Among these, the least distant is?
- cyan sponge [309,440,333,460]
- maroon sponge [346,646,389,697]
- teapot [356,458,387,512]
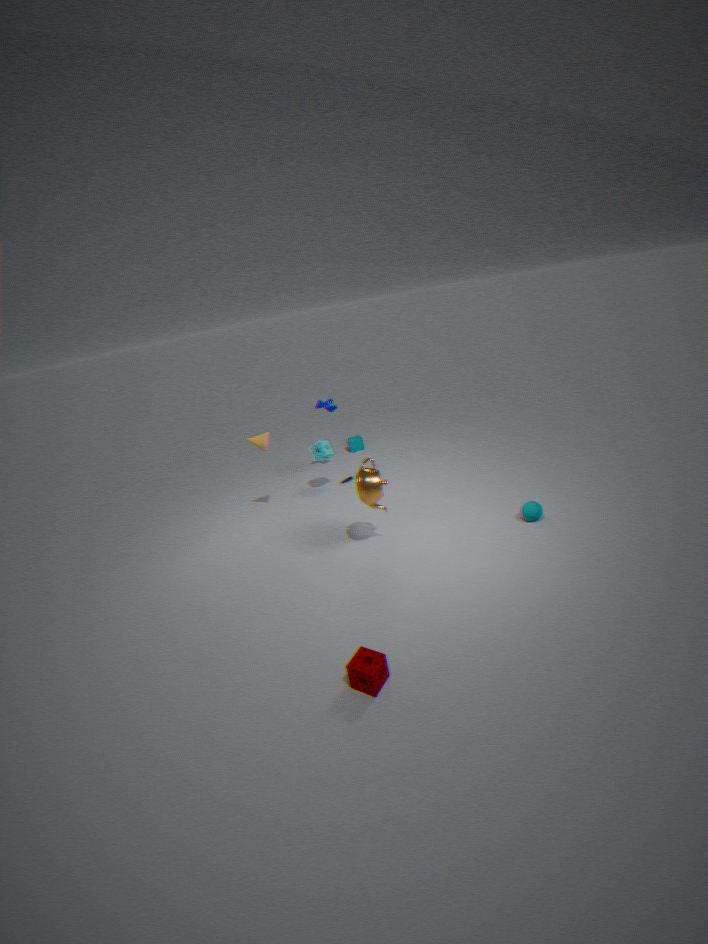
maroon sponge [346,646,389,697]
